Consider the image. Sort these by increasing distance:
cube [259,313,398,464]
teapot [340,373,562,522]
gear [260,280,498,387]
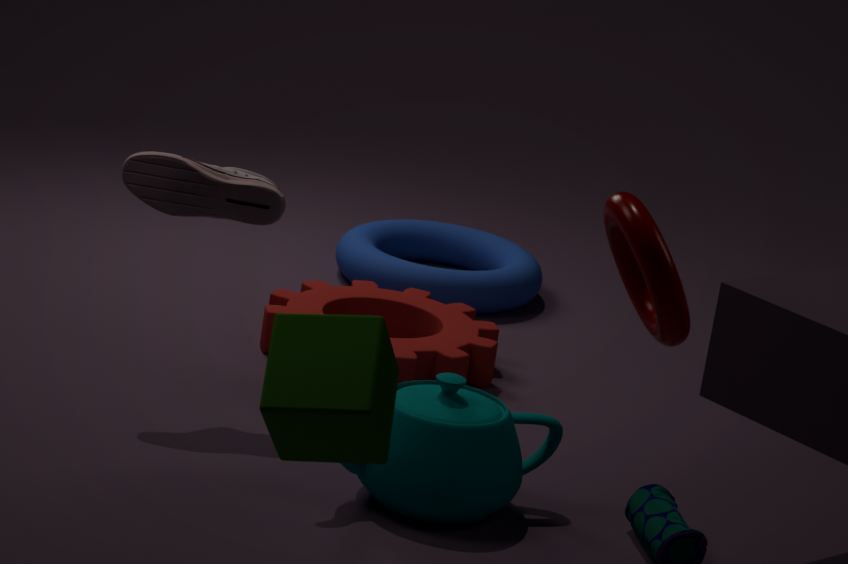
cube [259,313,398,464], teapot [340,373,562,522], gear [260,280,498,387]
